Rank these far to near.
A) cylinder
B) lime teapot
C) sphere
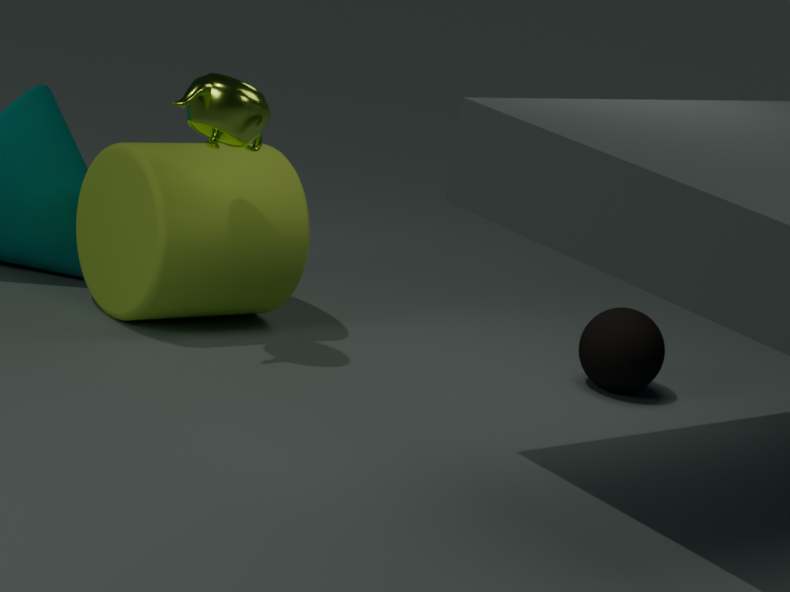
sphere
cylinder
lime teapot
